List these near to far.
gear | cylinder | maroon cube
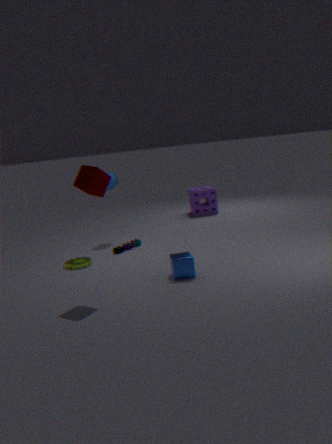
maroon cube
gear
cylinder
